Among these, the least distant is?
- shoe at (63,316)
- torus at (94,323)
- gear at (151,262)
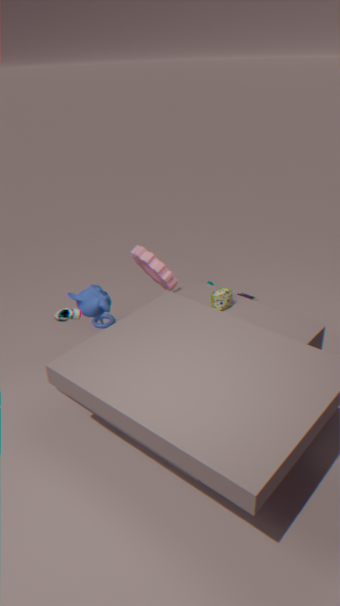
shoe at (63,316)
